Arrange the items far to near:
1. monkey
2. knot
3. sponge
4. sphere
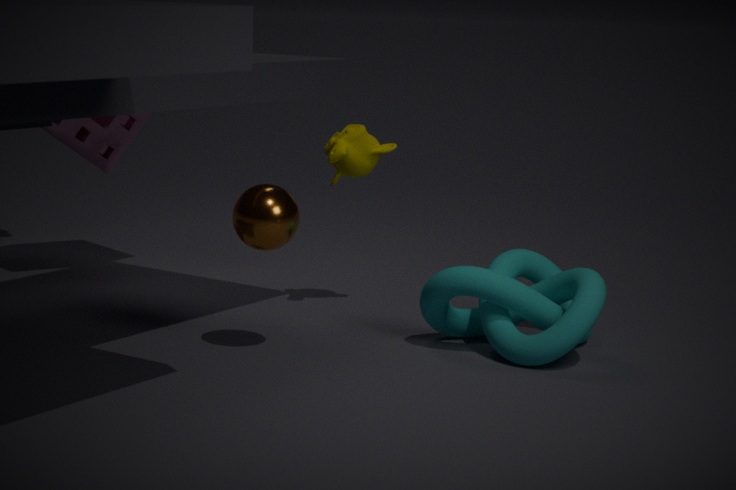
sponge, monkey, knot, sphere
